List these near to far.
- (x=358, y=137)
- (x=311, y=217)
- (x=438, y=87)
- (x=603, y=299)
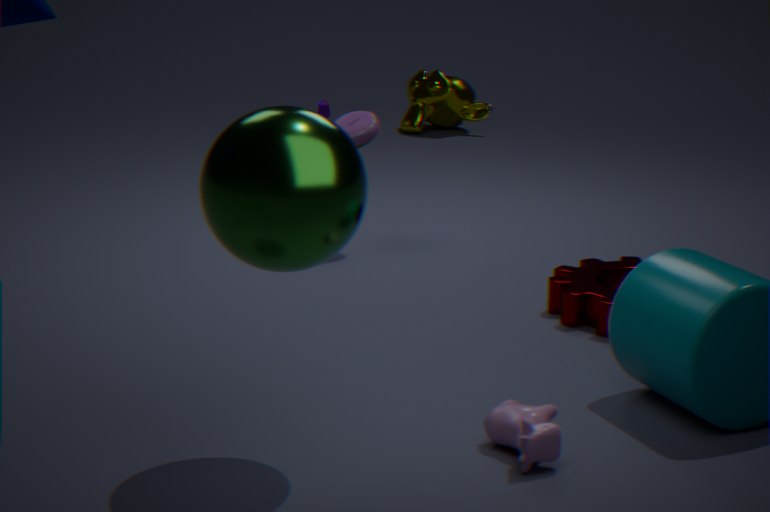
(x=311, y=217) < (x=603, y=299) < (x=358, y=137) < (x=438, y=87)
